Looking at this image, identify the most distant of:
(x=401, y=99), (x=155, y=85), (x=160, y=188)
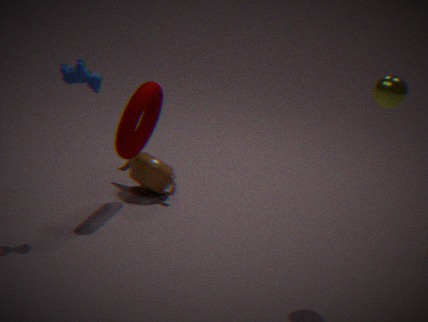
(x=160, y=188)
